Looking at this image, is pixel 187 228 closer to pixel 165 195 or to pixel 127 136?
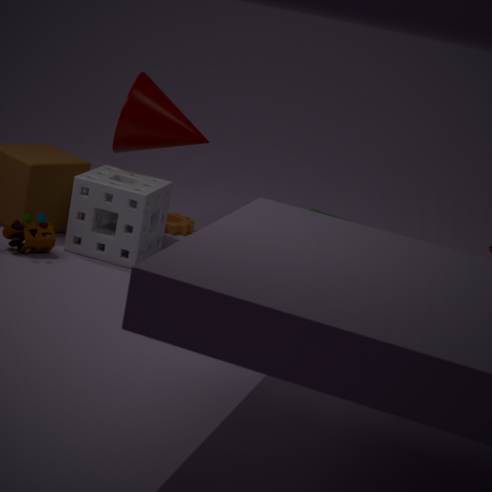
pixel 127 136
